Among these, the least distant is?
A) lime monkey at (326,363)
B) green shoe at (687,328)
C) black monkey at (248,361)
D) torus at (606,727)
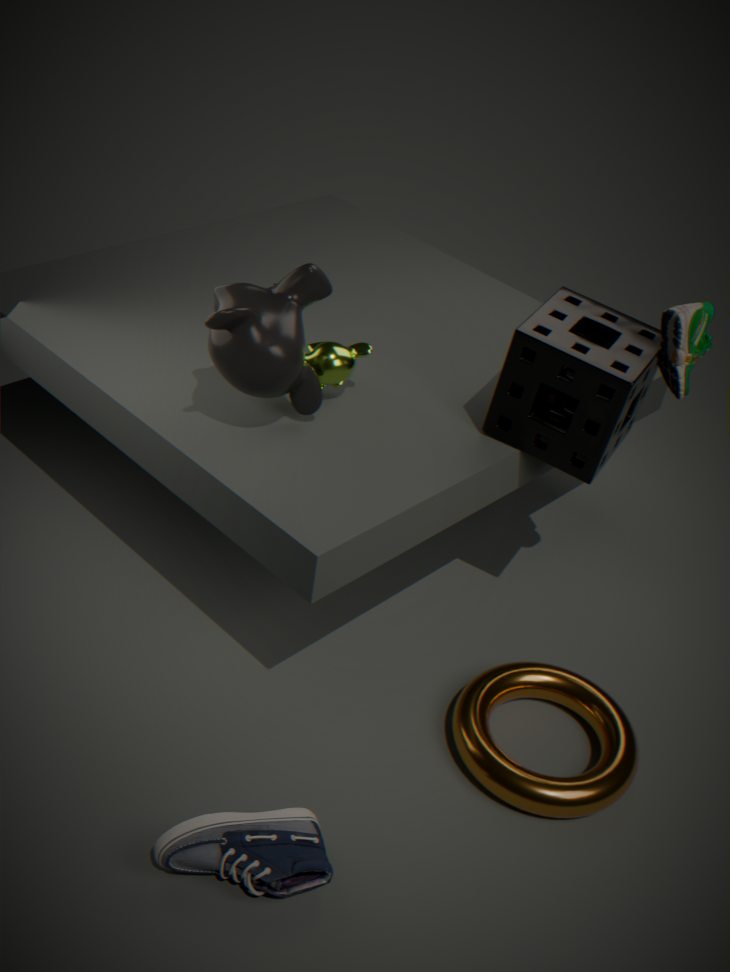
black monkey at (248,361)
